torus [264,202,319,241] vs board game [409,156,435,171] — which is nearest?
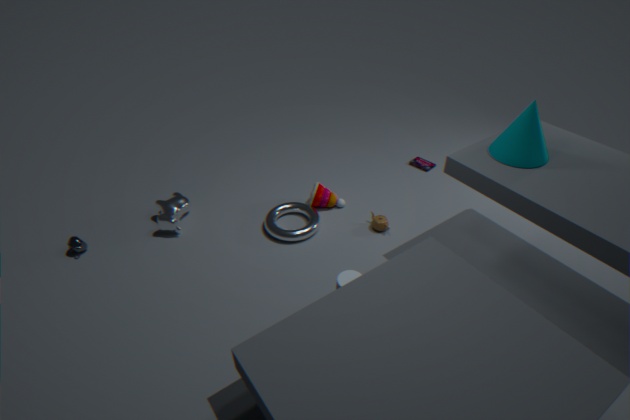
torus [264,202,319,241]
